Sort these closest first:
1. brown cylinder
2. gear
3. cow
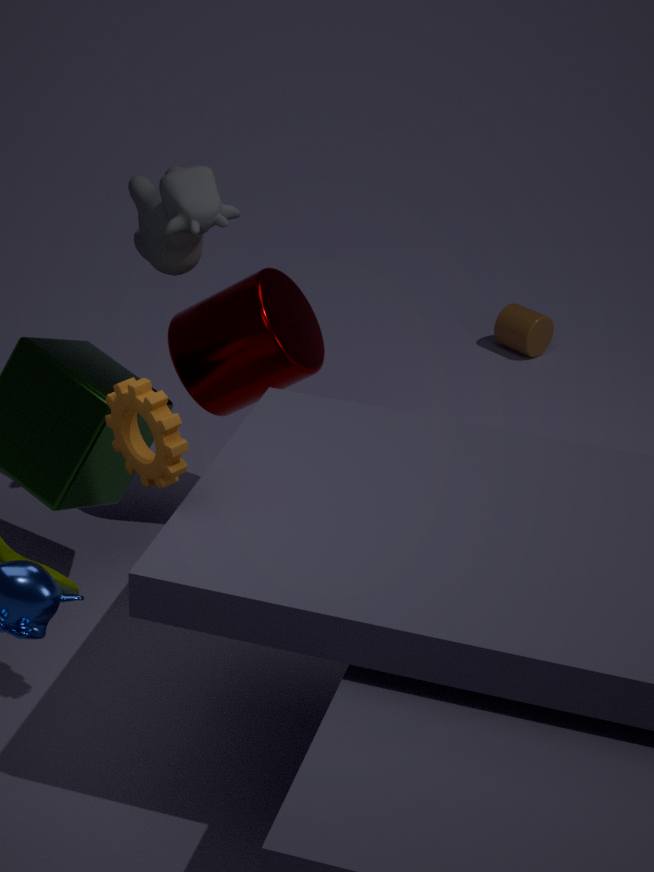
gear → cow → brown cylinder
